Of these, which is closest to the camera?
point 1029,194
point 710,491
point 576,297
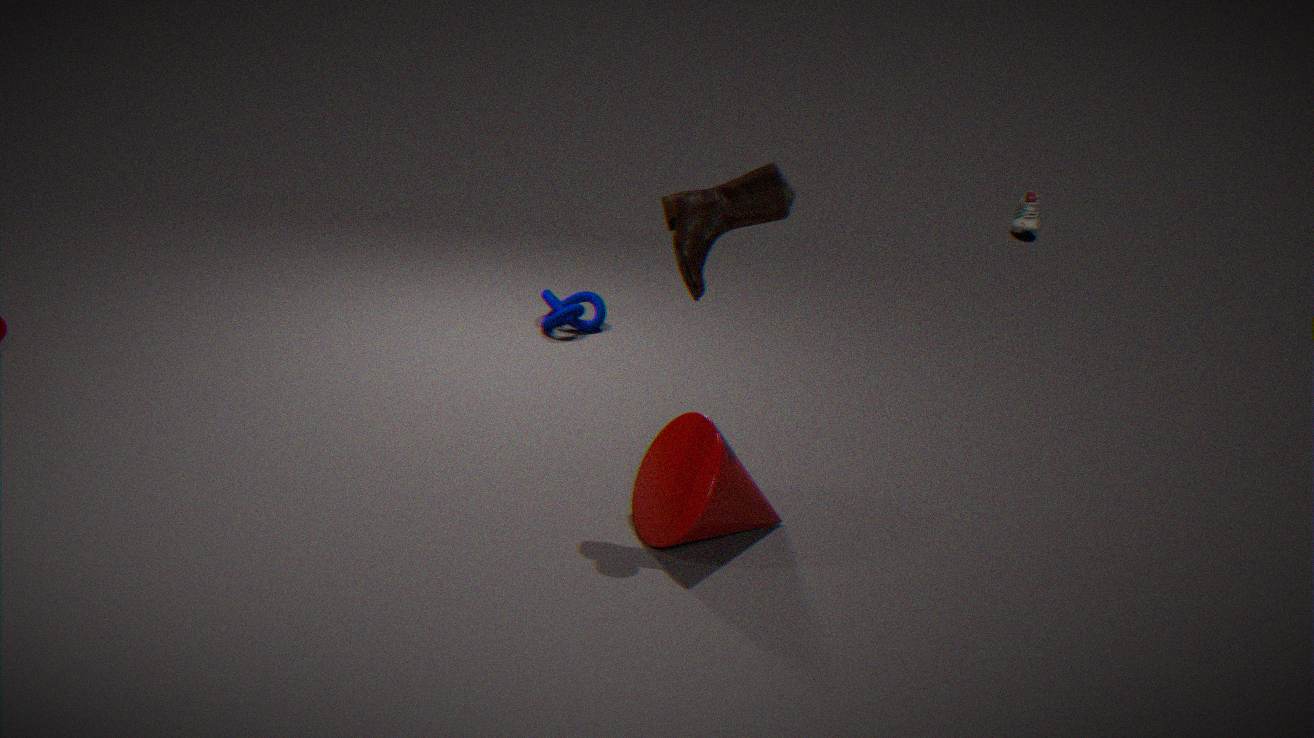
point 710,491
